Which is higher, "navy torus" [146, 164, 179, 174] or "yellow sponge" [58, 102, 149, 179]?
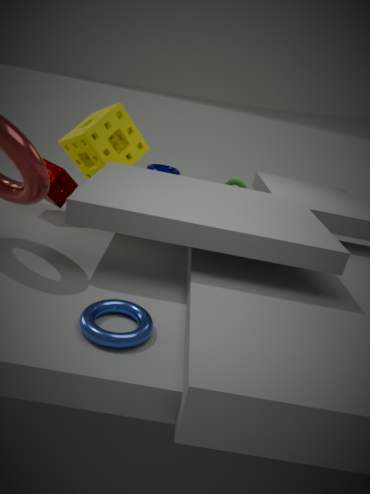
"yellow sponge" [58, 102, 149, 179]
